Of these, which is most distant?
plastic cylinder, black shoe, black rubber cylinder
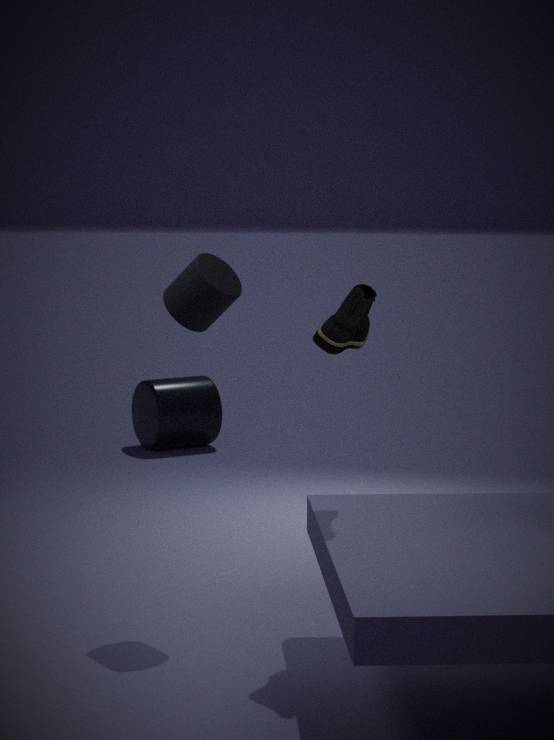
plastic cylinder
